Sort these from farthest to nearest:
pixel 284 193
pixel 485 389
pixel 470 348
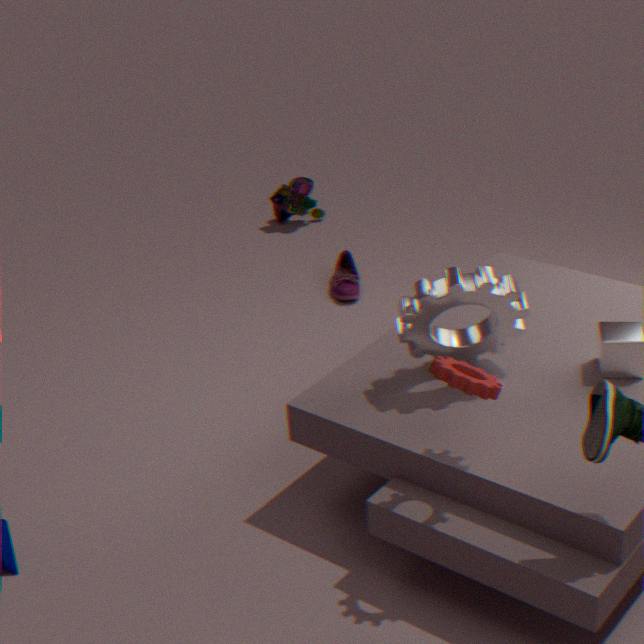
pixel 284 193 < pixel 470 348 < pixel 485 389
